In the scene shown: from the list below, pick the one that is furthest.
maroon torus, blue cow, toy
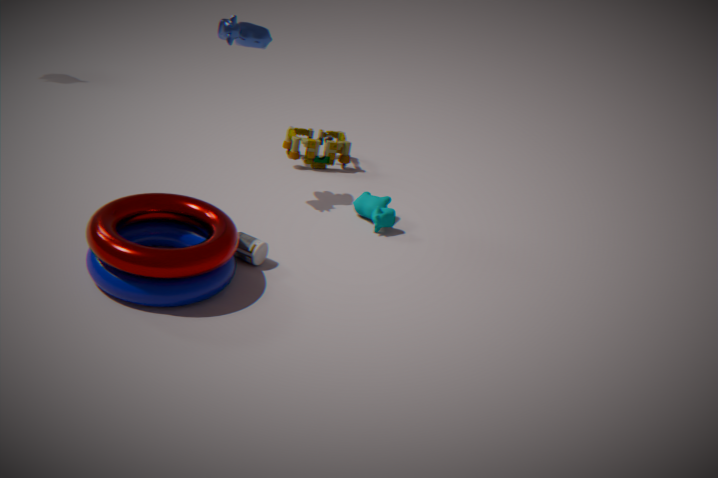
toy
